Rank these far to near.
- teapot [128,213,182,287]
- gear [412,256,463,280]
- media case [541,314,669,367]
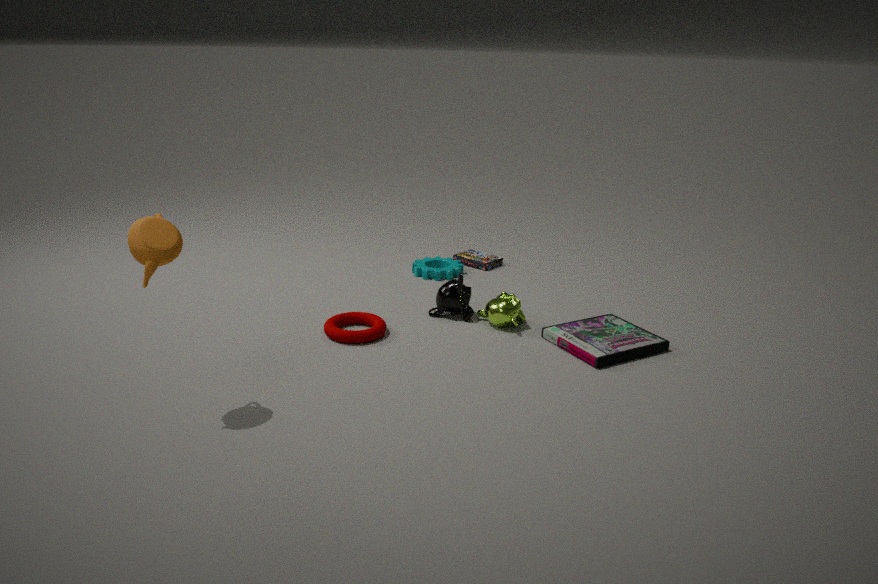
gear [412,256,463,280] → media case [541,314,669,367] → teapot [128,213,182,287]
